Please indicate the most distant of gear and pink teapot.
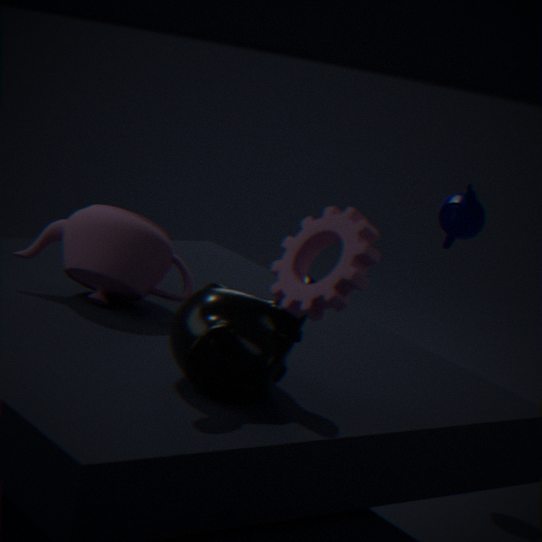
pink teapot
